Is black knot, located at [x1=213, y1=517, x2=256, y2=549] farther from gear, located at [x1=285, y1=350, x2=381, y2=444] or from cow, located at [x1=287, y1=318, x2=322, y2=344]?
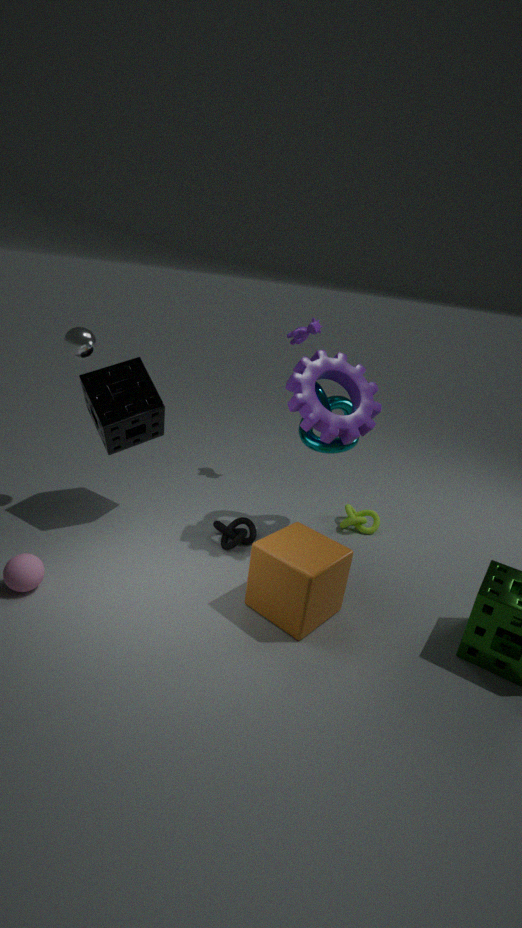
cow, located at [x1=287, y1=318, x2=322, y2=344]
